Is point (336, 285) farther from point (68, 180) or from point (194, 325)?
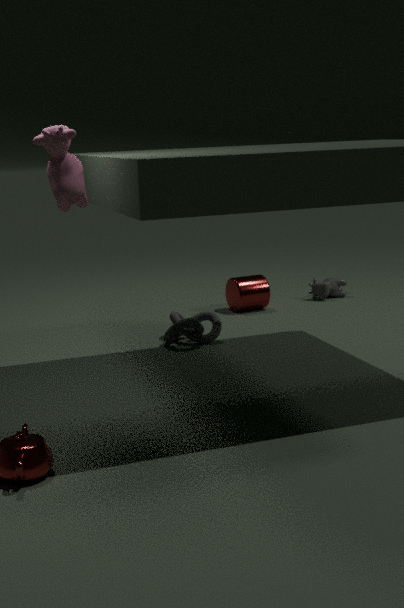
point (68, 180)
